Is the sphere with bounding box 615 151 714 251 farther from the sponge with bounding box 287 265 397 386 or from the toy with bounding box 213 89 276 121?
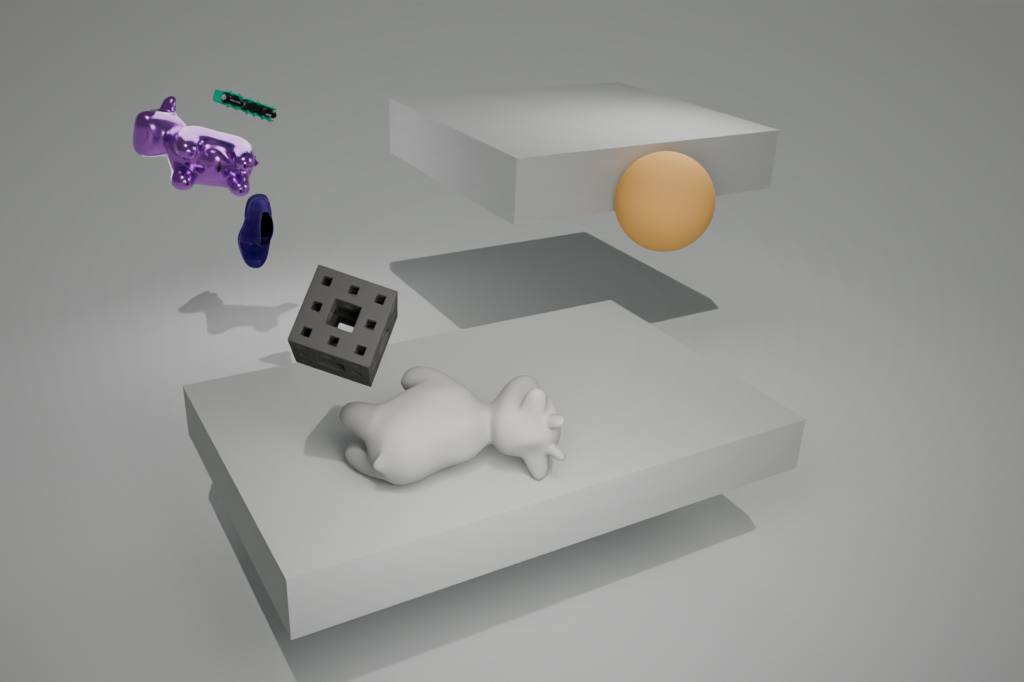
the sponge with bounding box 287 265 397 386
